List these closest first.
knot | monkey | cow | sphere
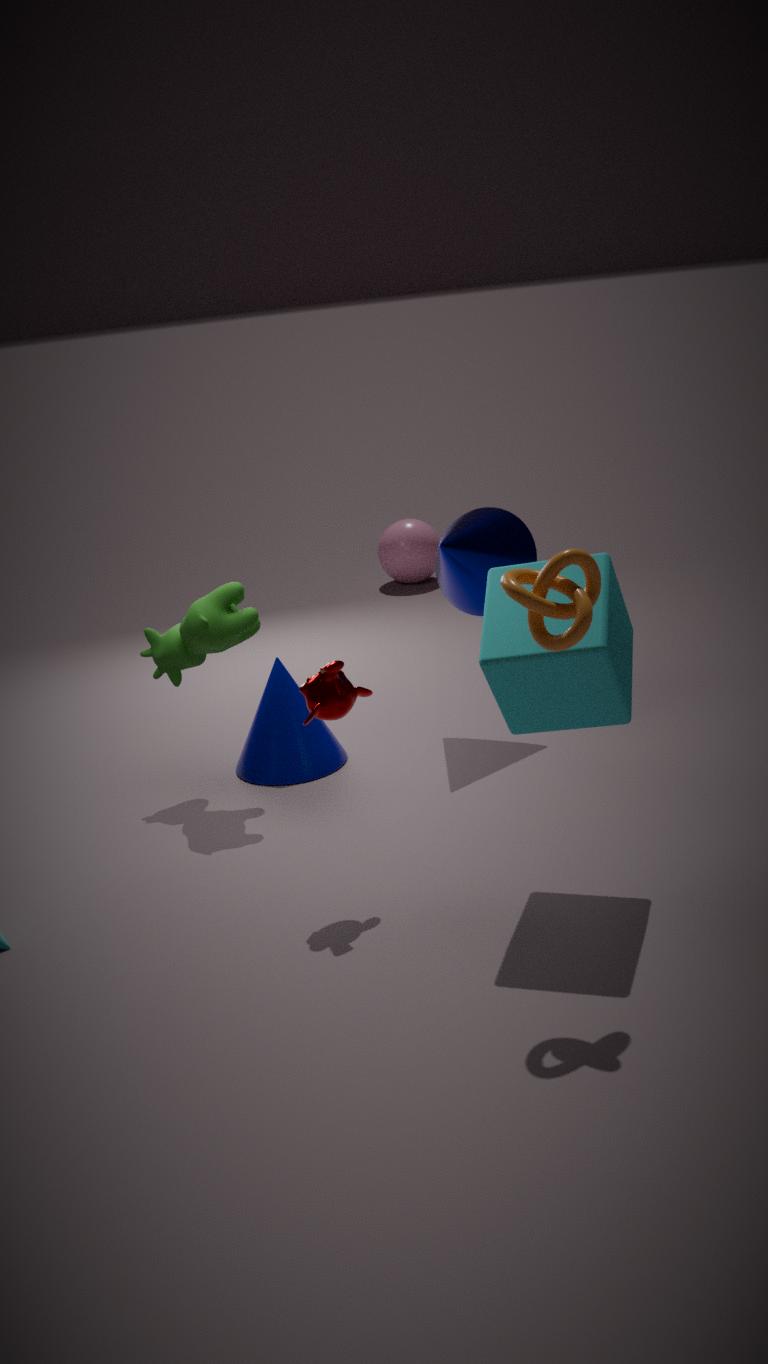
knot
monkey
cow
sphere
